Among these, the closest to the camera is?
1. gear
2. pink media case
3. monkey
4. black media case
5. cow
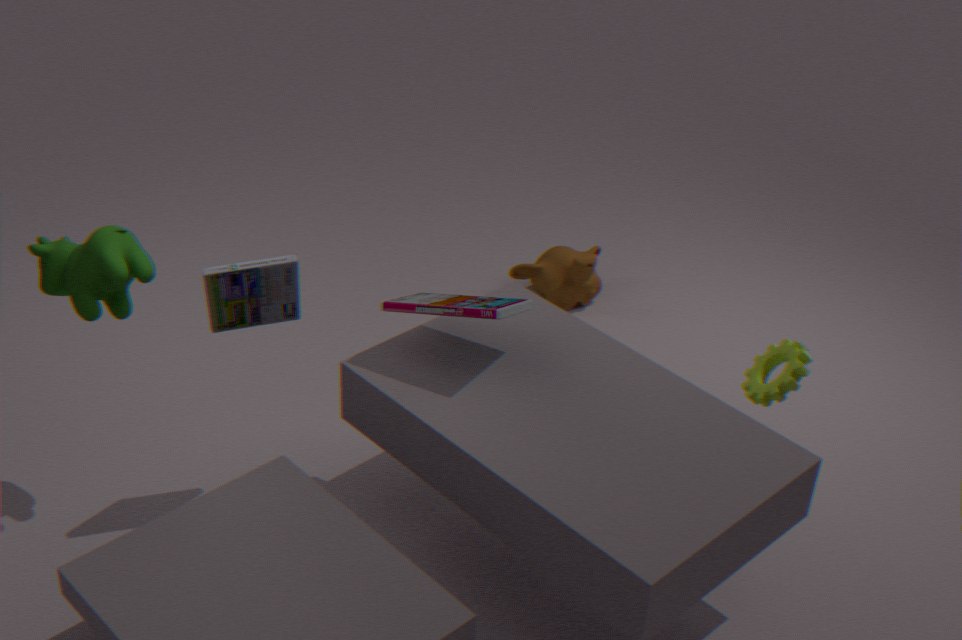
pink media case
